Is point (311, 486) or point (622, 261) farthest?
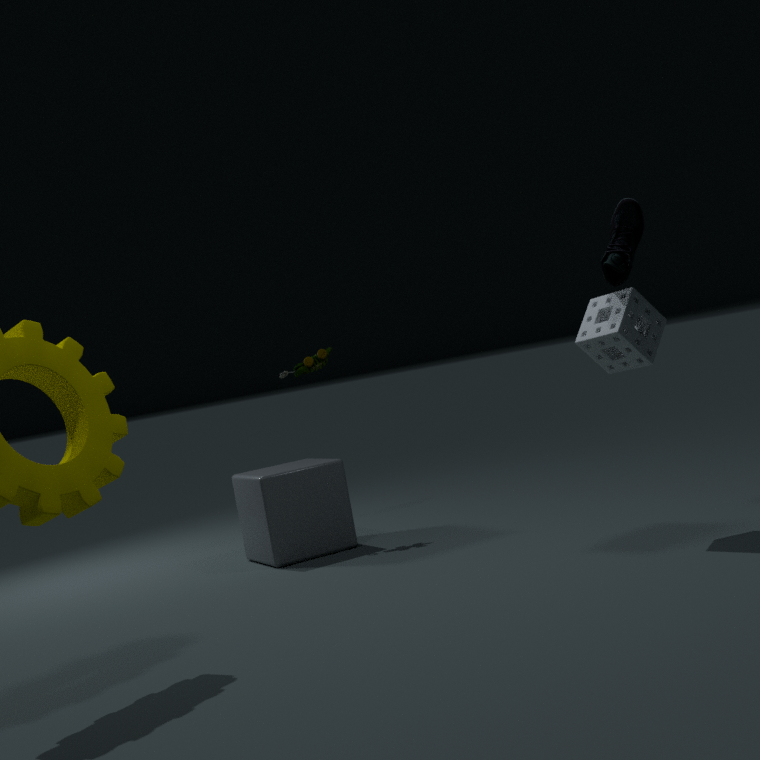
point (311, 486)
